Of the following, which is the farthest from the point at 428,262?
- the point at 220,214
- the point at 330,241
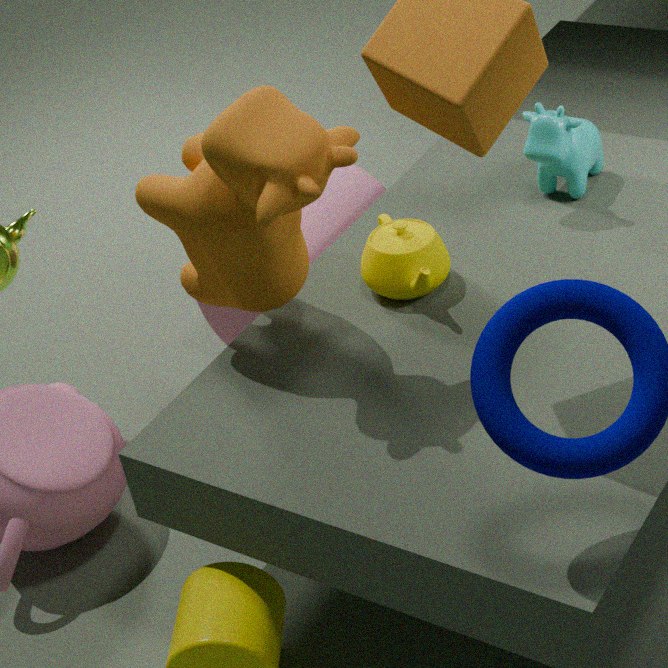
the point at 330,241
